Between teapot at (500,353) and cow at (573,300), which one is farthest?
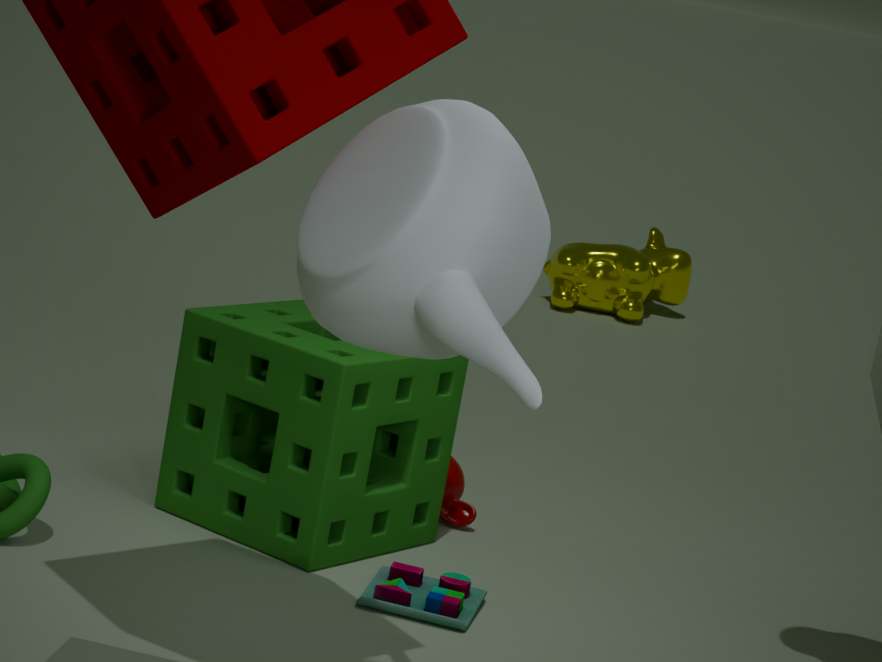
cow at (573,300)
